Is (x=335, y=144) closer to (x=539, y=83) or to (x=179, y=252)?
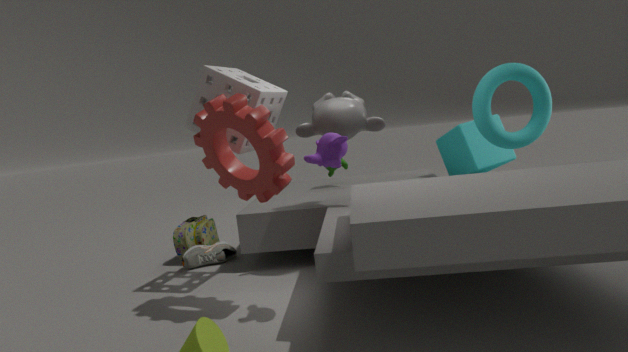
(x=539, y=83)
